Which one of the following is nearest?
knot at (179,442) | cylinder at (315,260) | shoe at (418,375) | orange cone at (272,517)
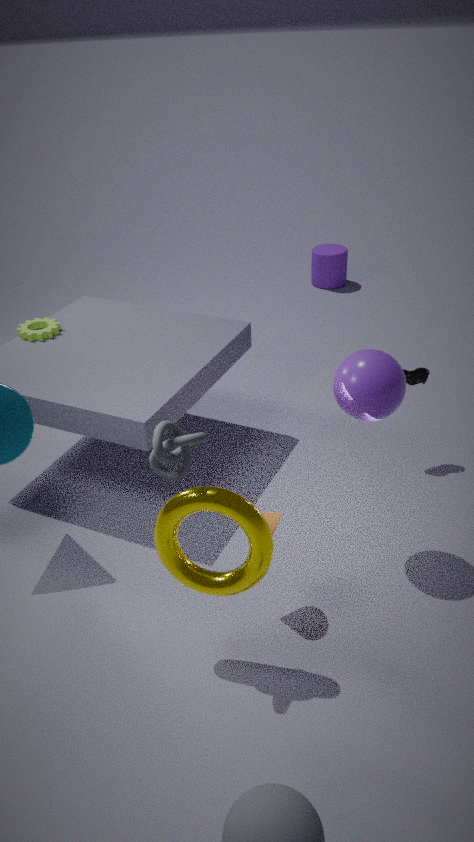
knot at (179,442)
